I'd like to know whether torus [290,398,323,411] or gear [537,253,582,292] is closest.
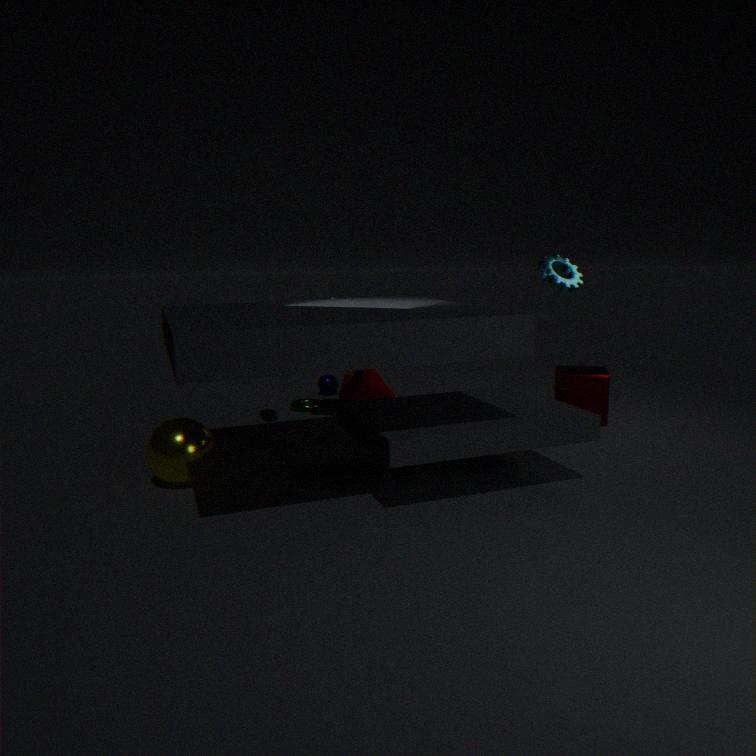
gear [537,253,582,292]
